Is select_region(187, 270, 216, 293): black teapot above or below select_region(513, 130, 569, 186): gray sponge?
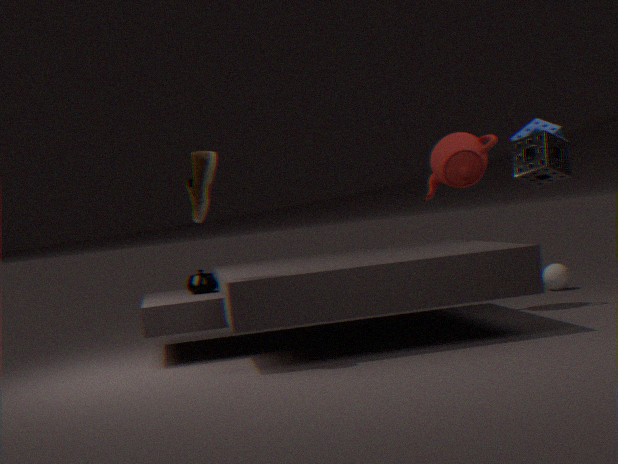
below
